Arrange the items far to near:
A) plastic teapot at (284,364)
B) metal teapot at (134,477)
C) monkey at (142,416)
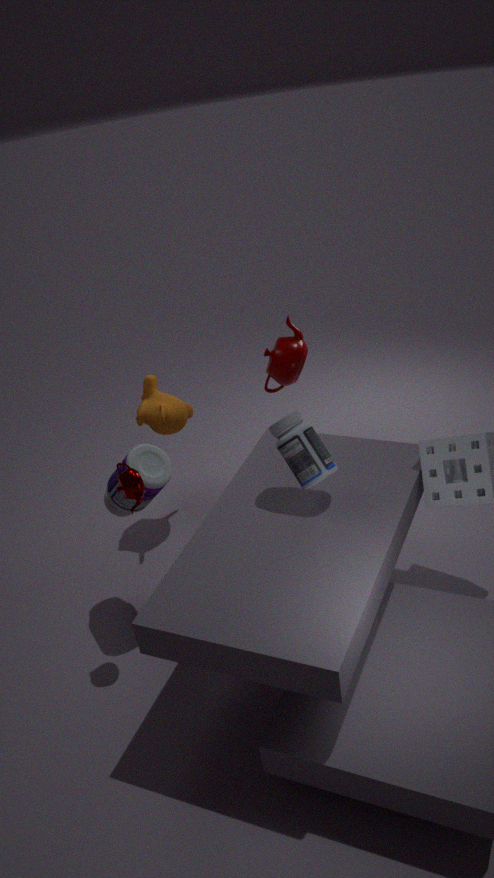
plastic teapot at (284,364) → monkey at (142,416) → metal teapot at (134,477)
